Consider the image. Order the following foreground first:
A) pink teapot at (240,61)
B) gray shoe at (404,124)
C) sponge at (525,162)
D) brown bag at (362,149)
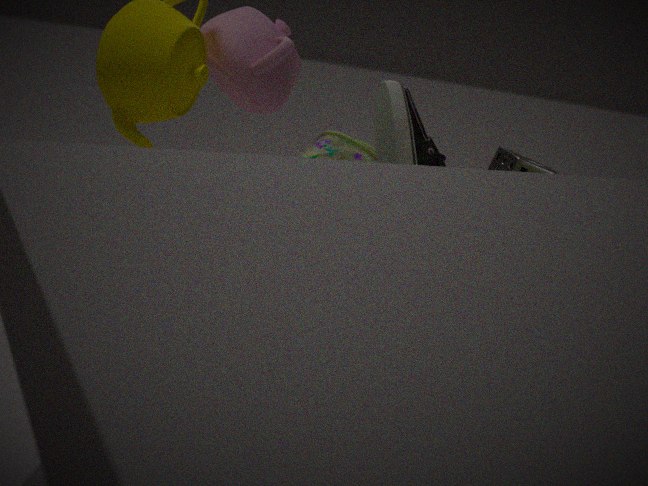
gray shoe at (404,124) → pink teapot at (240,61) → sponge at (525,162) → brown bag at (362,149)
